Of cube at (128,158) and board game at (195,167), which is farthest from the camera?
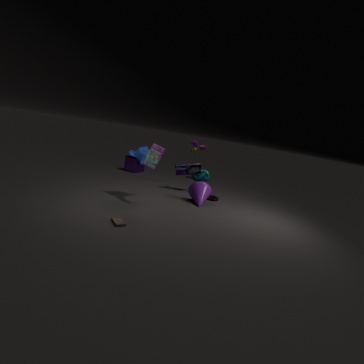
cube at (128,158)
